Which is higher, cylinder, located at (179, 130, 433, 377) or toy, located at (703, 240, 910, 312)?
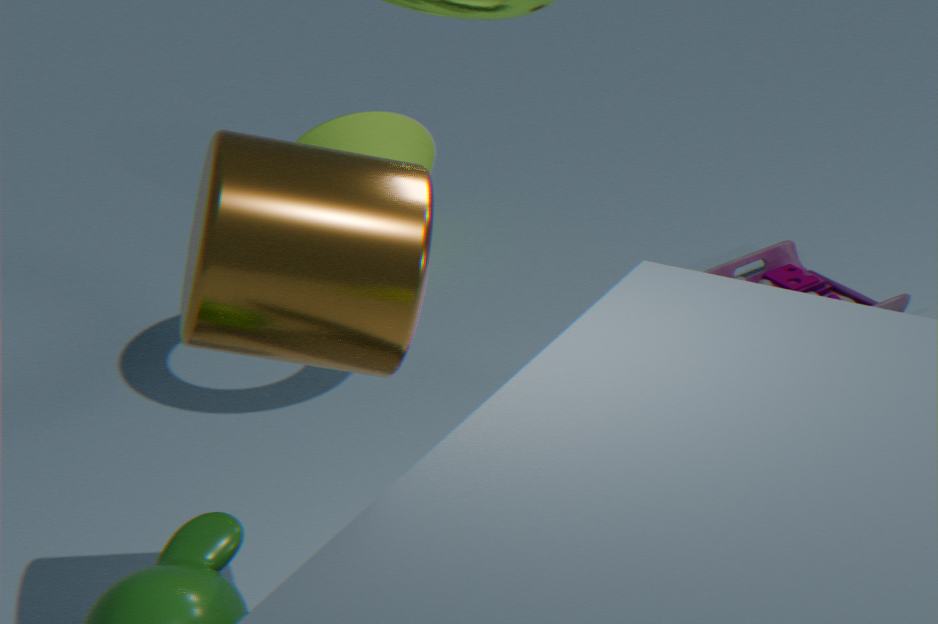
cylinder, located at (179, 130, 433, 377)
